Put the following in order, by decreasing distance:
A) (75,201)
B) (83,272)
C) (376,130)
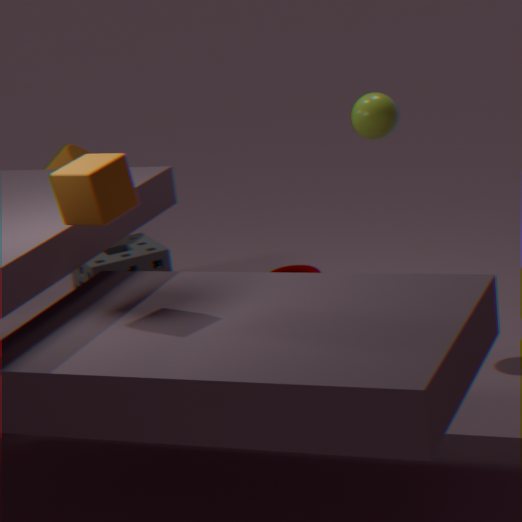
(83,272) → (376,130) → (75,201)
